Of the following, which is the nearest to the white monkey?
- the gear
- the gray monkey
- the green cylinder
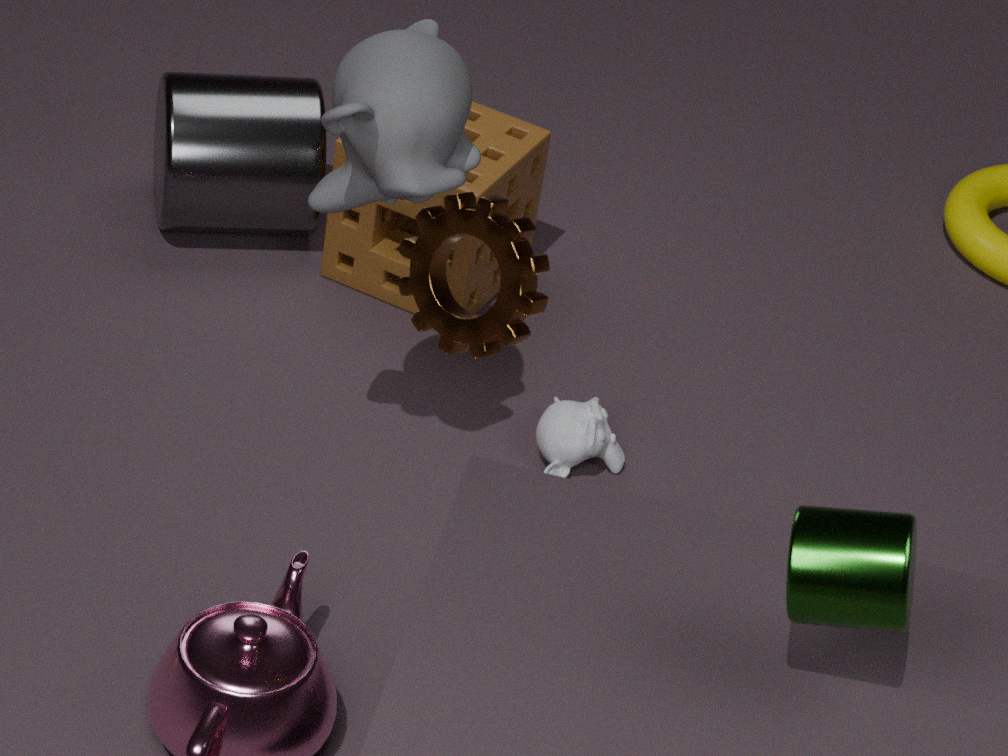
the gray monkey
